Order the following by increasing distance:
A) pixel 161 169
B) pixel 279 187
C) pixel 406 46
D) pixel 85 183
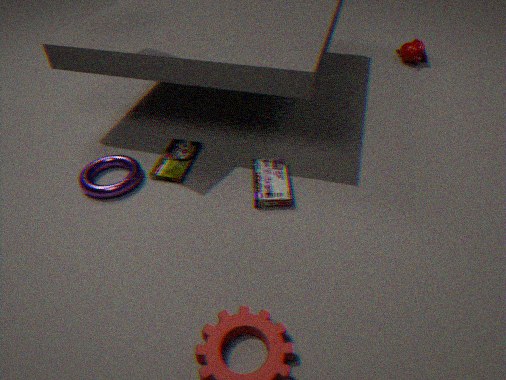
B. pixel 279 187 < D. pixel 85 183 < A. pixel 161 169 < C. pixel 406 46
